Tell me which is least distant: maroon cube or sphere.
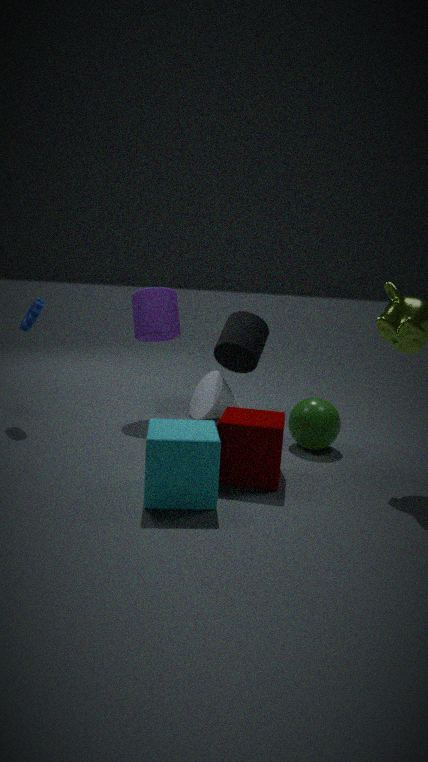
maroon cube
